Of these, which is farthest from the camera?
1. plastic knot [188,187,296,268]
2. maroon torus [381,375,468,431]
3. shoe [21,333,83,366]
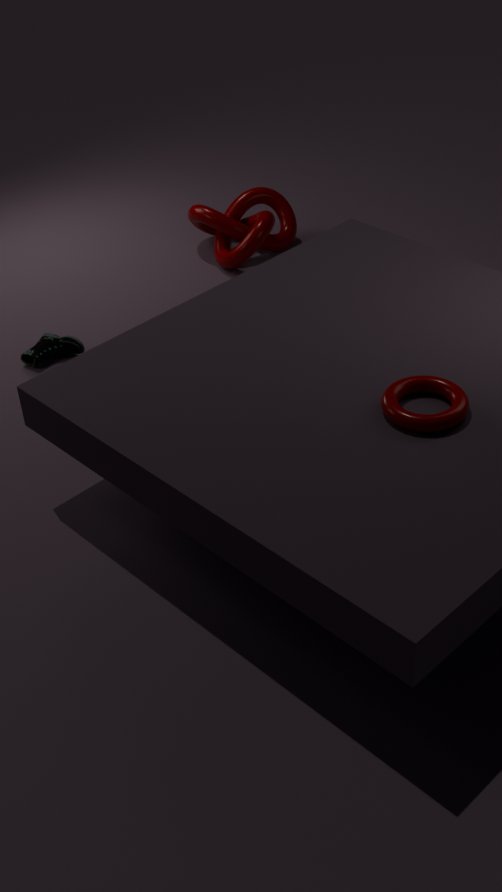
plastic knot [188,187,296,268]
